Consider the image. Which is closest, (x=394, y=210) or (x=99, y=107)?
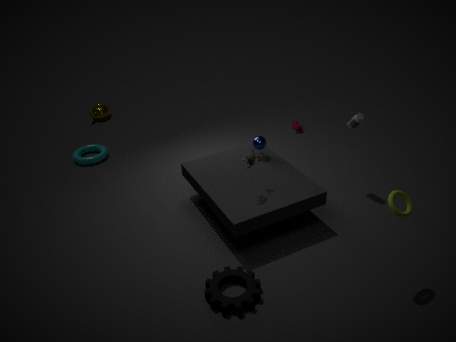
(x=394, y=210)
